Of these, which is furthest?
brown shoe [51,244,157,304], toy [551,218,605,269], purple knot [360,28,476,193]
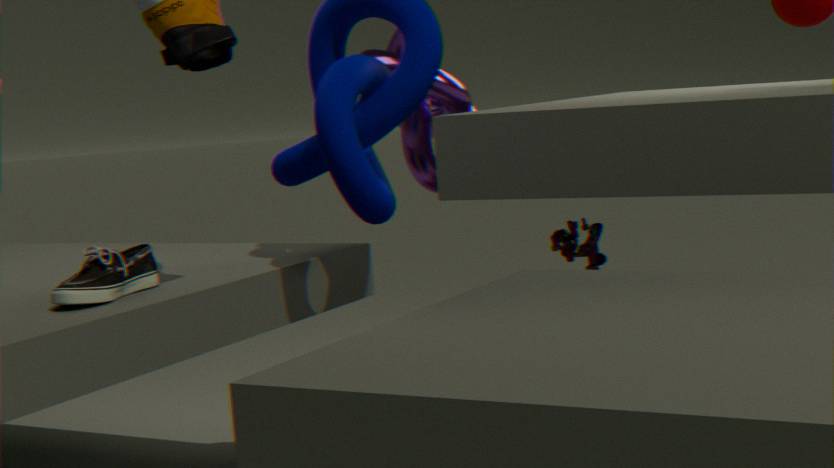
toy [551,218,605,269]
